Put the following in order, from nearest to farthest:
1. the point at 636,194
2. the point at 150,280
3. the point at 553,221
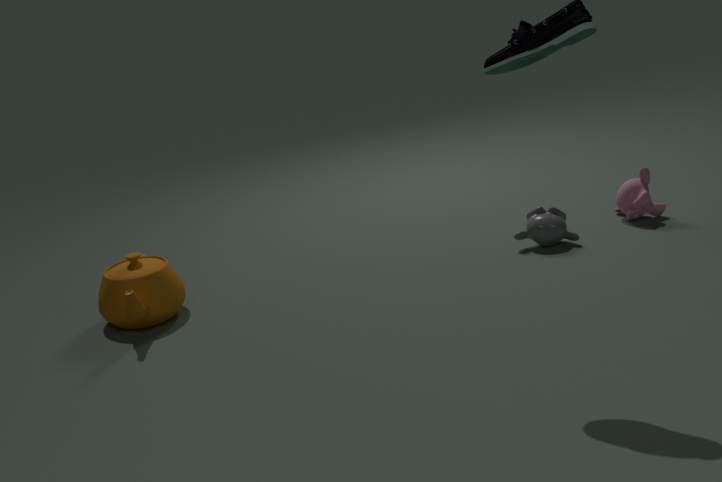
the point at 150,280 → the point at 553,221 → the point at 636,194
